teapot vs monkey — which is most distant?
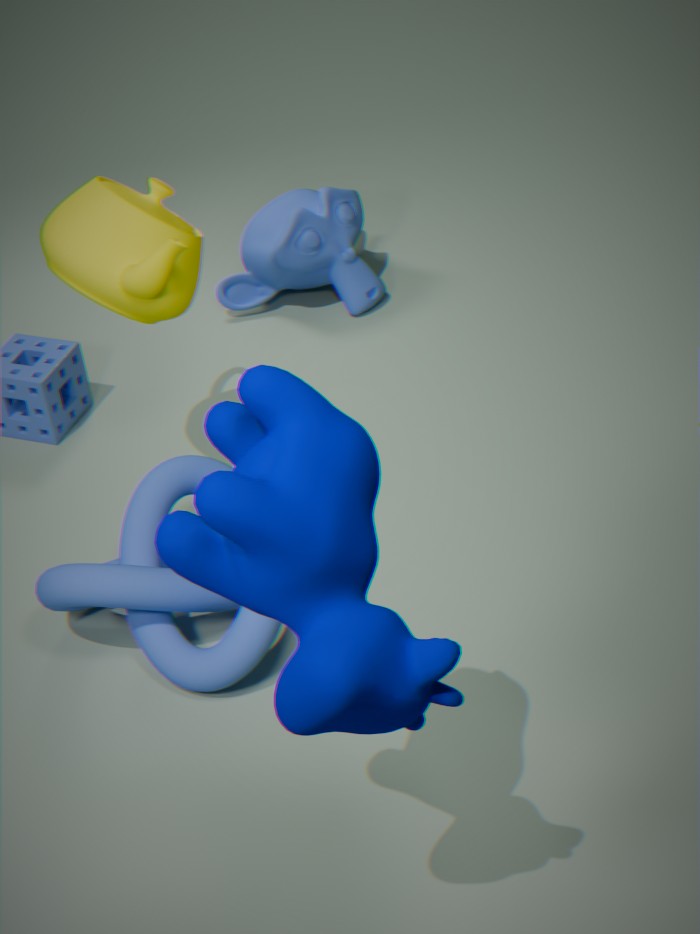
monkey
